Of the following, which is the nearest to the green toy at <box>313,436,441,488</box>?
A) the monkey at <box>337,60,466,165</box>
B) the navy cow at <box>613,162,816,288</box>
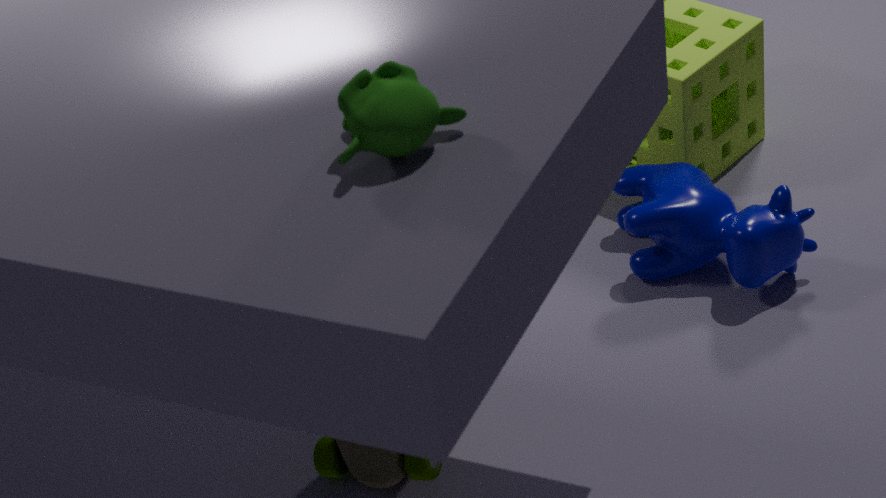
the navy cow at <box>613,162,816,288</box>
